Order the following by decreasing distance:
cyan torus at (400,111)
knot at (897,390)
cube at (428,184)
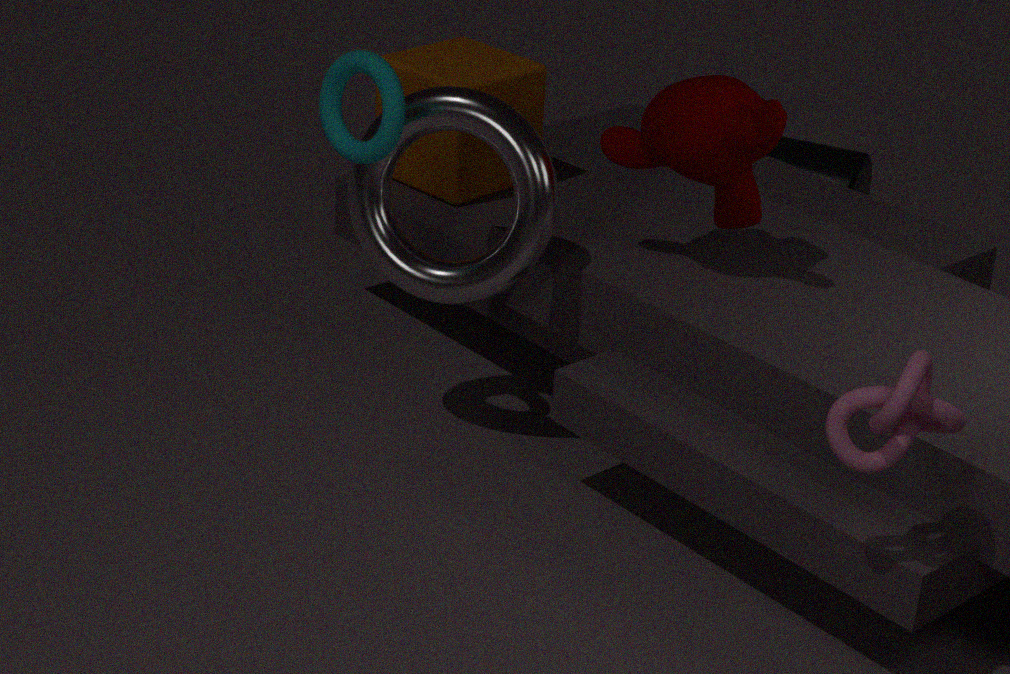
1. cube at (428,184)
2. cyan torus at (400,111)
3. knot at (897,390)
